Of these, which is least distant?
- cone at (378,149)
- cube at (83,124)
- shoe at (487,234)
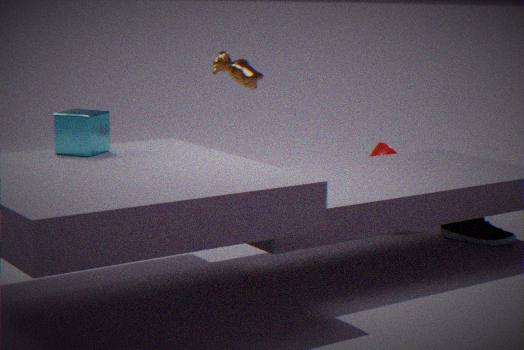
cube at (83,124)
